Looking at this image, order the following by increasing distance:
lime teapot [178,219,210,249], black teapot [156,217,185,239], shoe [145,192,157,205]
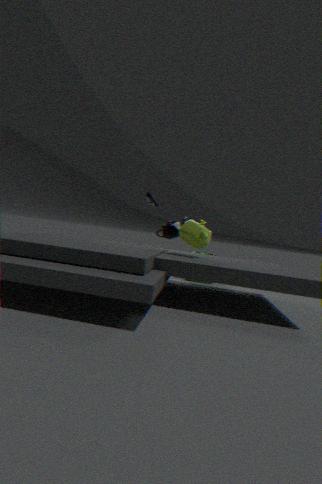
1. lime teapot [178,219,210,249]
2. shoe [145,192,157,205]
3. black teapot [156,217,185,239]
